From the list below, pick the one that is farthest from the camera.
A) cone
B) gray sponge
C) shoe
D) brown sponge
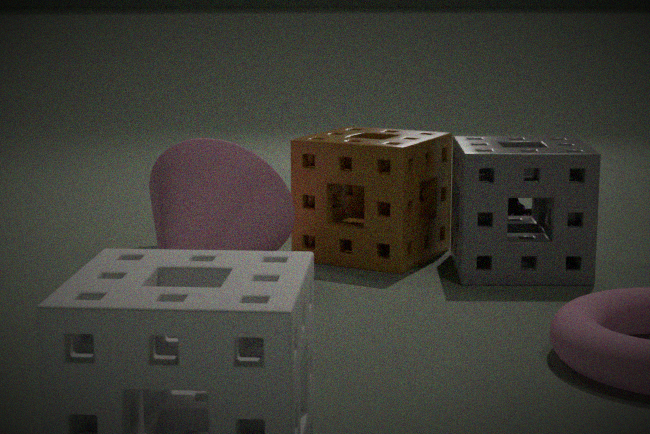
shoe
